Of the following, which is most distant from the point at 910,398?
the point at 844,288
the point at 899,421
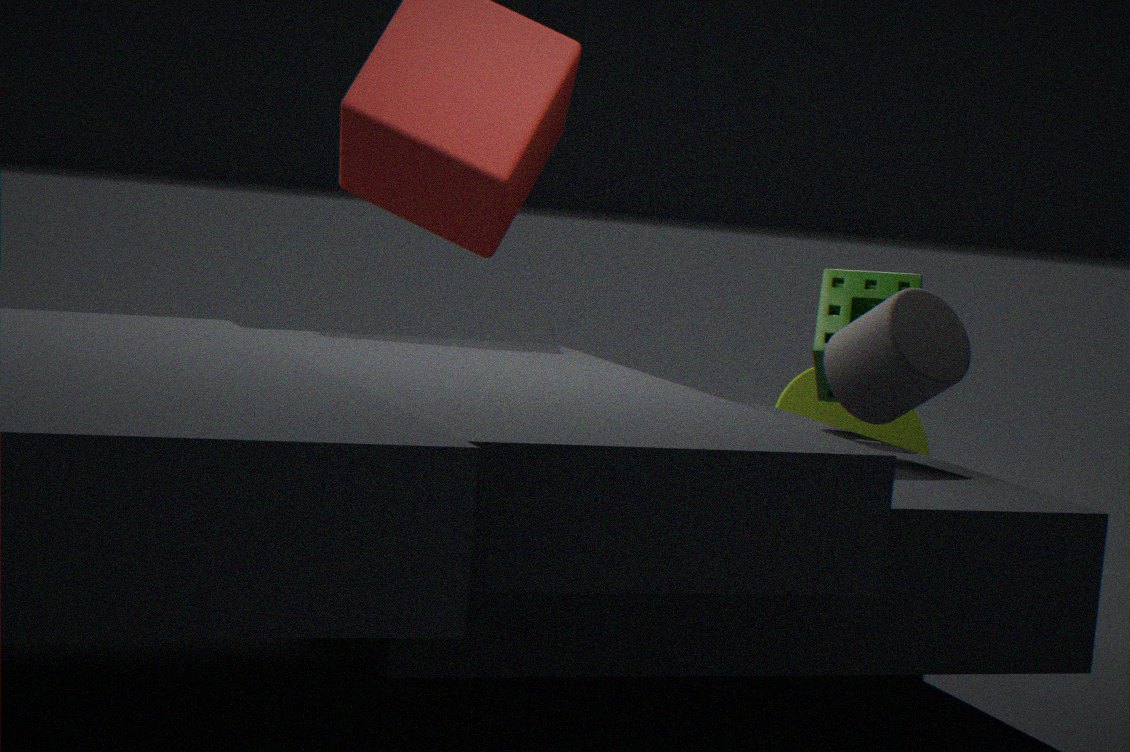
the point at 899,421
